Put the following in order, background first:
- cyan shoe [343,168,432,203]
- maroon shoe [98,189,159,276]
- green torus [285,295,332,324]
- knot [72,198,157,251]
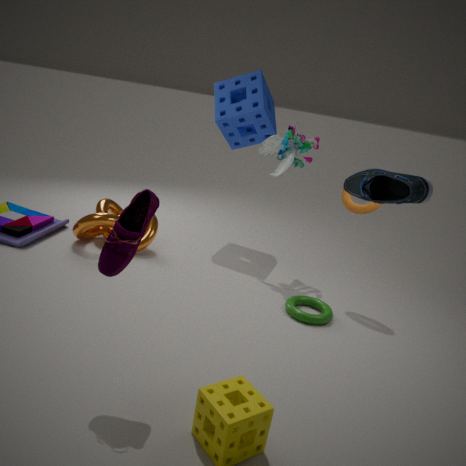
knot [72,198,157,251] < green torus [285,295,332,324] < maroon shoe [98,189,159,276] < cyan shoe [343,168,432,203]
